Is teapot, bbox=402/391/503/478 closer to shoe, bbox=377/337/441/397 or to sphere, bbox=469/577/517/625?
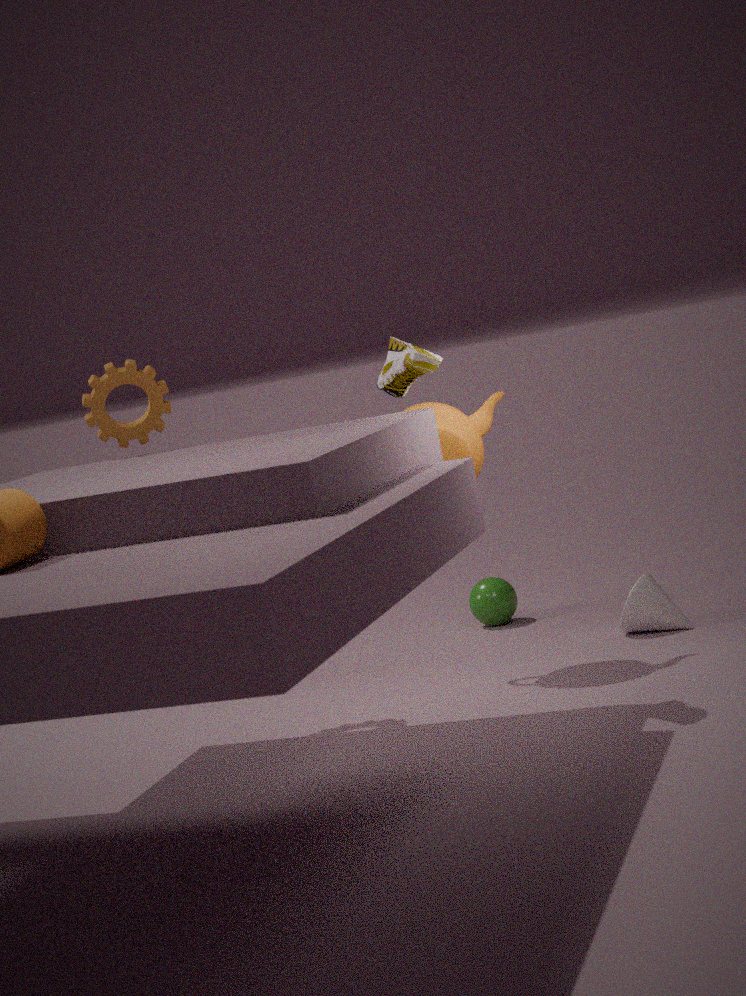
shoe, bbox=377/337/441/397
